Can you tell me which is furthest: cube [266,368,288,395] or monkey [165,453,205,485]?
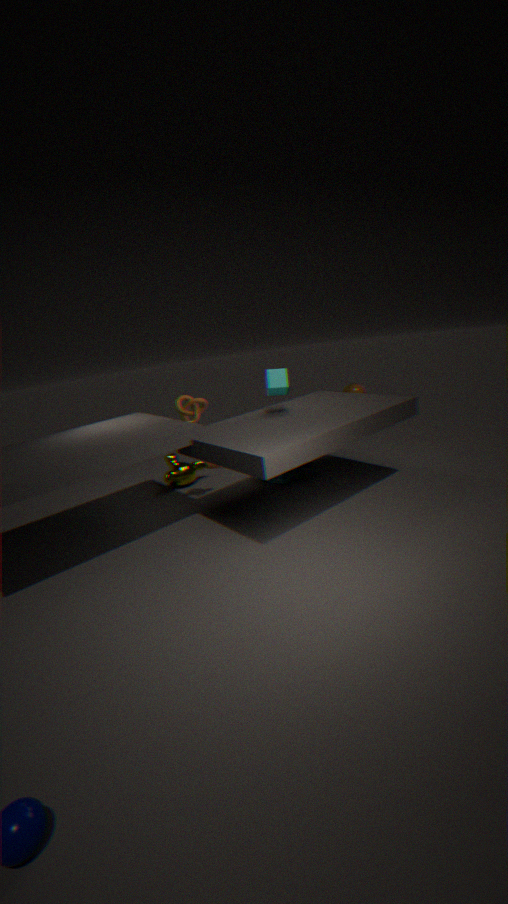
monkey [165,453,205,485]
